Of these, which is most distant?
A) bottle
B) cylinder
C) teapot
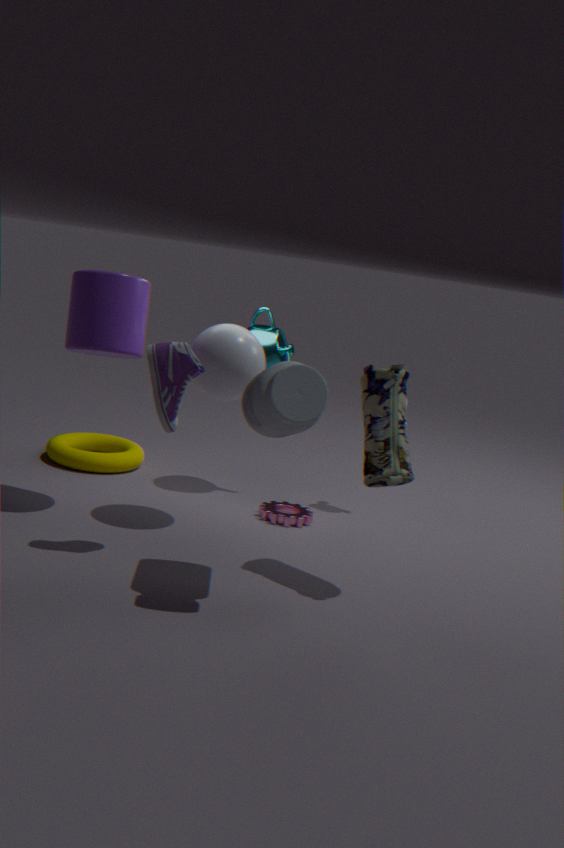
teapot
